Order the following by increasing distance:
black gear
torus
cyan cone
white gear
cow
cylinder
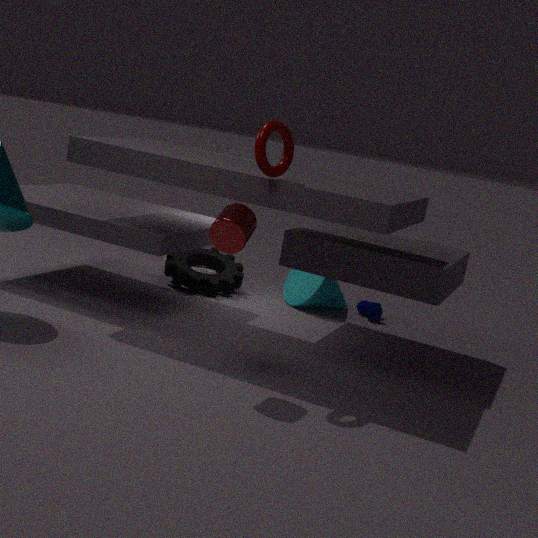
cylinder → torus → black gear → cyan cone → cow → white gear
